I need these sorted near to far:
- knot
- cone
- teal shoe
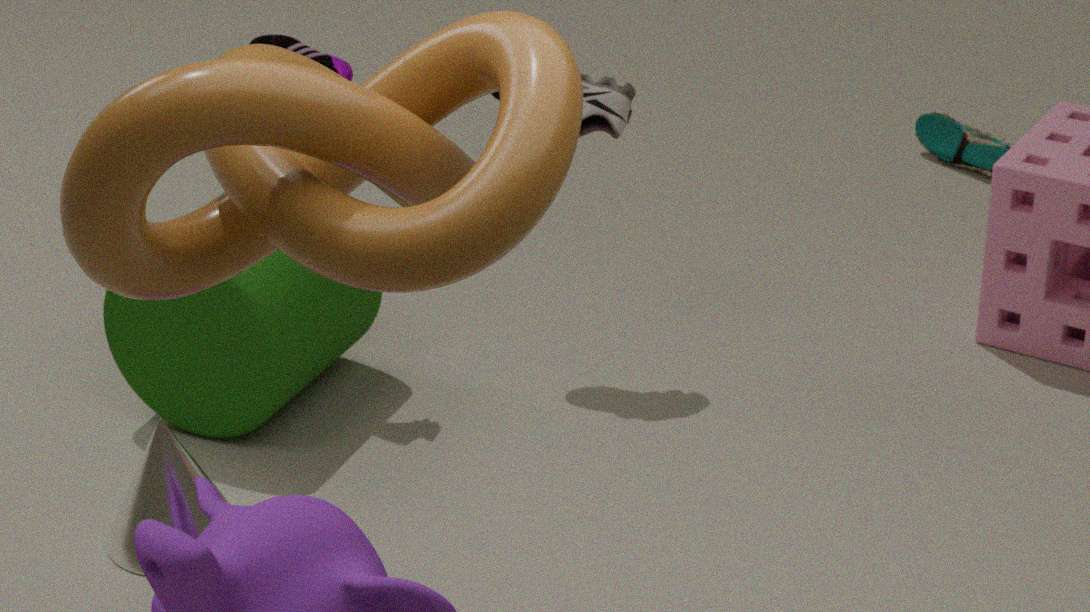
knot < cone < teal shoe
